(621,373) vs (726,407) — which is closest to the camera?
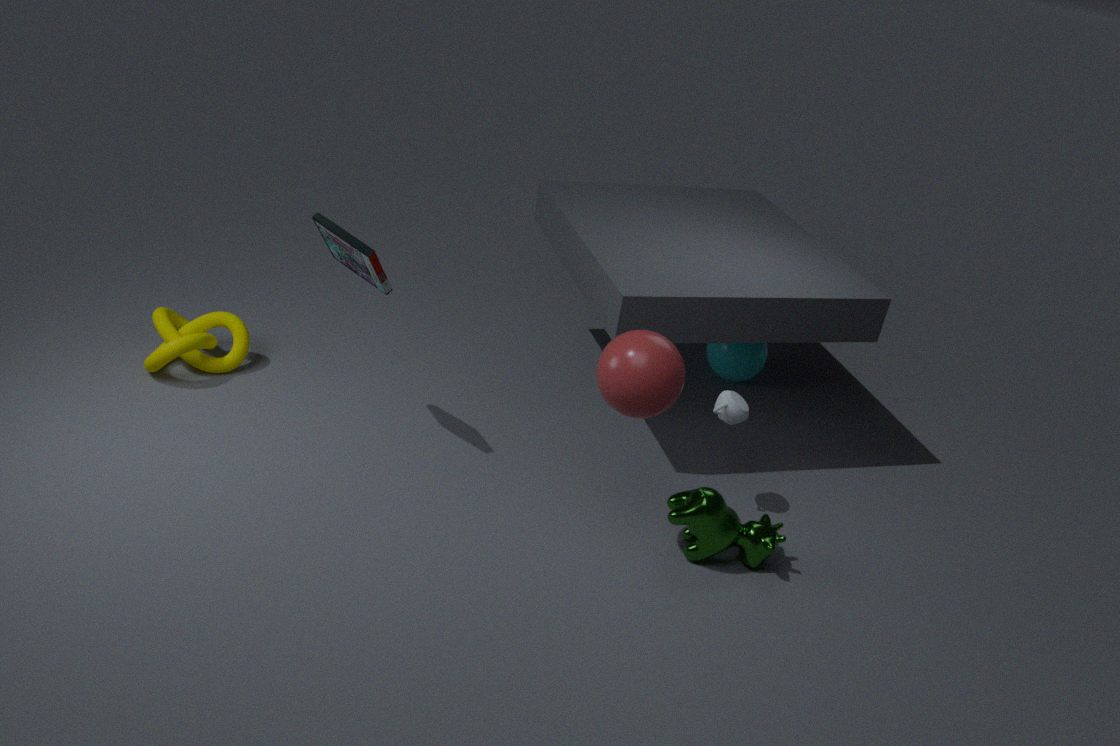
(621,373)
